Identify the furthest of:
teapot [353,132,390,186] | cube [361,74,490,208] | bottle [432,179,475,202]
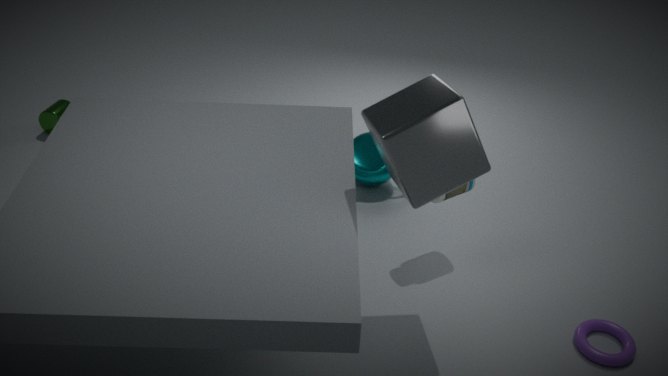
teapot [353,132,390,186]
